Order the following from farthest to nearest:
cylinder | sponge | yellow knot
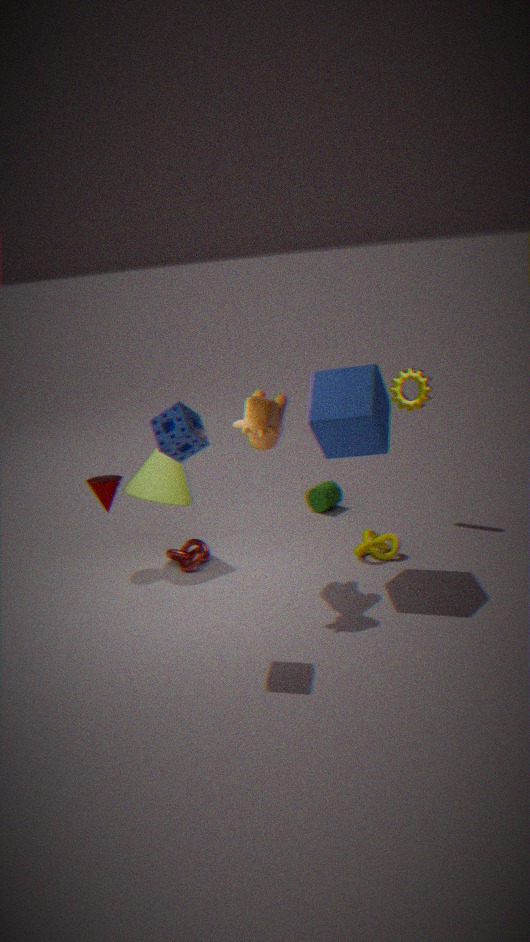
1. cylinder
2. yellow knot
3. sponge
